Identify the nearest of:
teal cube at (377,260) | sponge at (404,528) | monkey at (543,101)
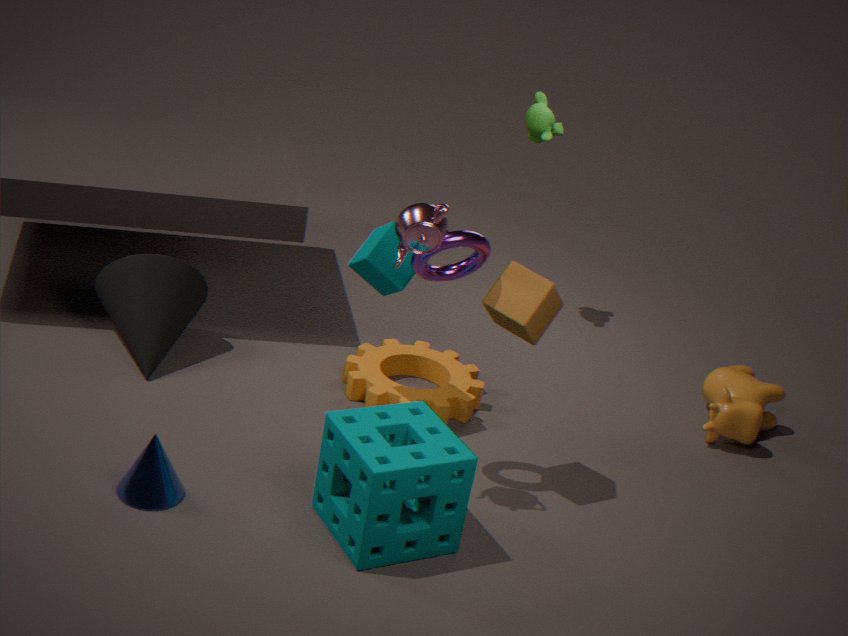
sponge at (404,528)
